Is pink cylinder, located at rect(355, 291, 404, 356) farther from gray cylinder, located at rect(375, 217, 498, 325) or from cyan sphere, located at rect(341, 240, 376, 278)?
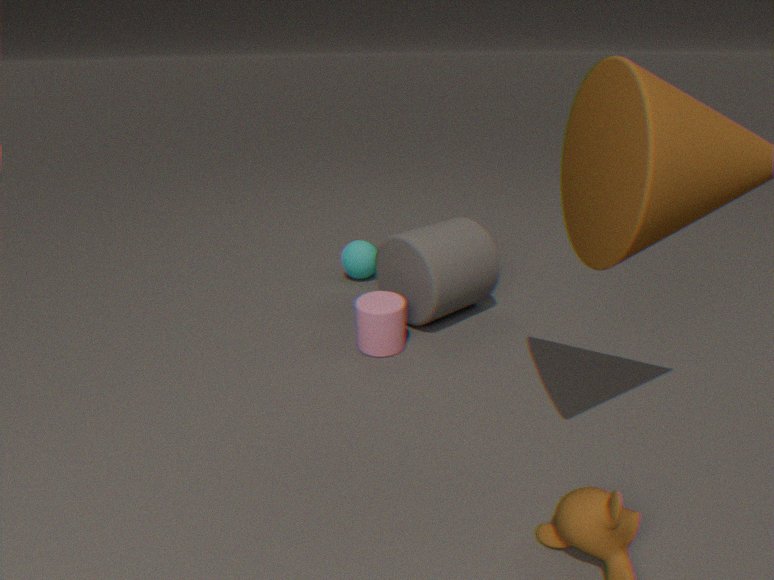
cyan sphere, located at rect(341, 240, 376, 278)
